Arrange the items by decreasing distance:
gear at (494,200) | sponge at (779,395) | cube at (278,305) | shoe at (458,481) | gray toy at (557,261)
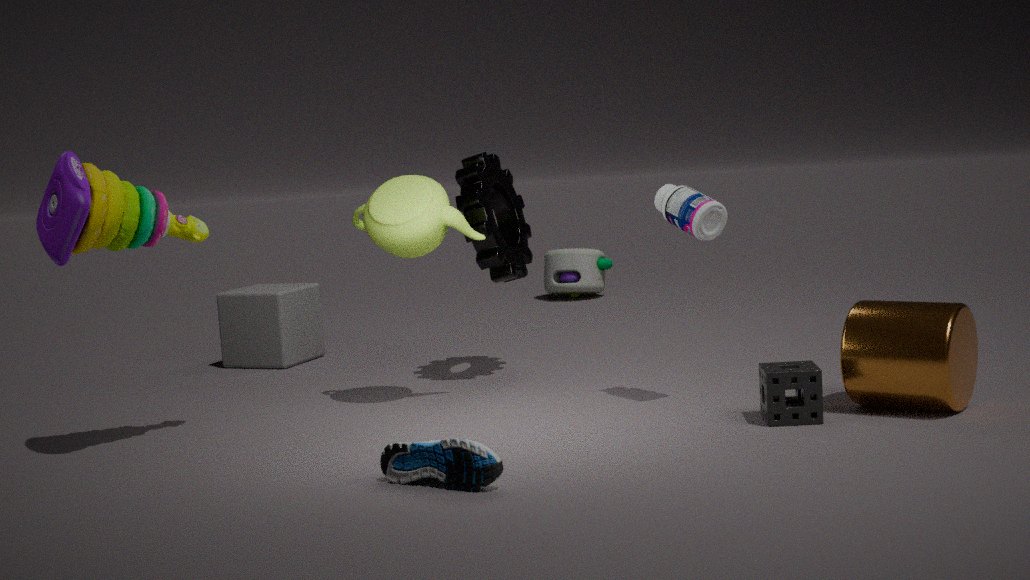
gray toy at (557,261) < cube at (278,305) < gear at (494,200) < sponge at (779,395) < shoe at (458,481)
